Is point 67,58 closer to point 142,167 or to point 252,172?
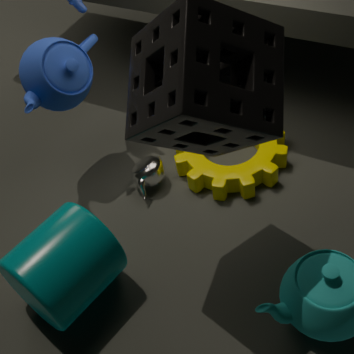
point 142,167
